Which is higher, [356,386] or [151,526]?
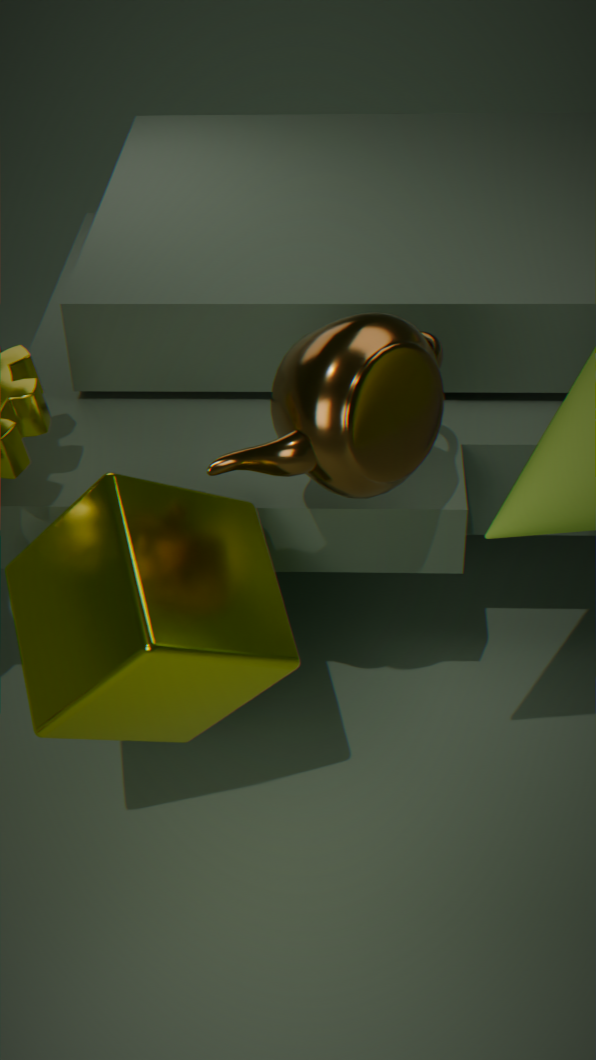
[356,386]
